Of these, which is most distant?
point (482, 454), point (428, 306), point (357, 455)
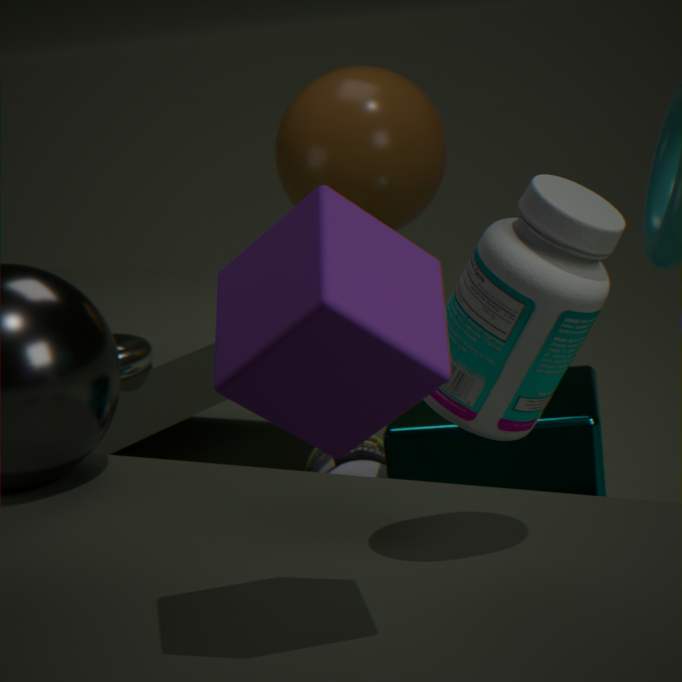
point (357, 455)
